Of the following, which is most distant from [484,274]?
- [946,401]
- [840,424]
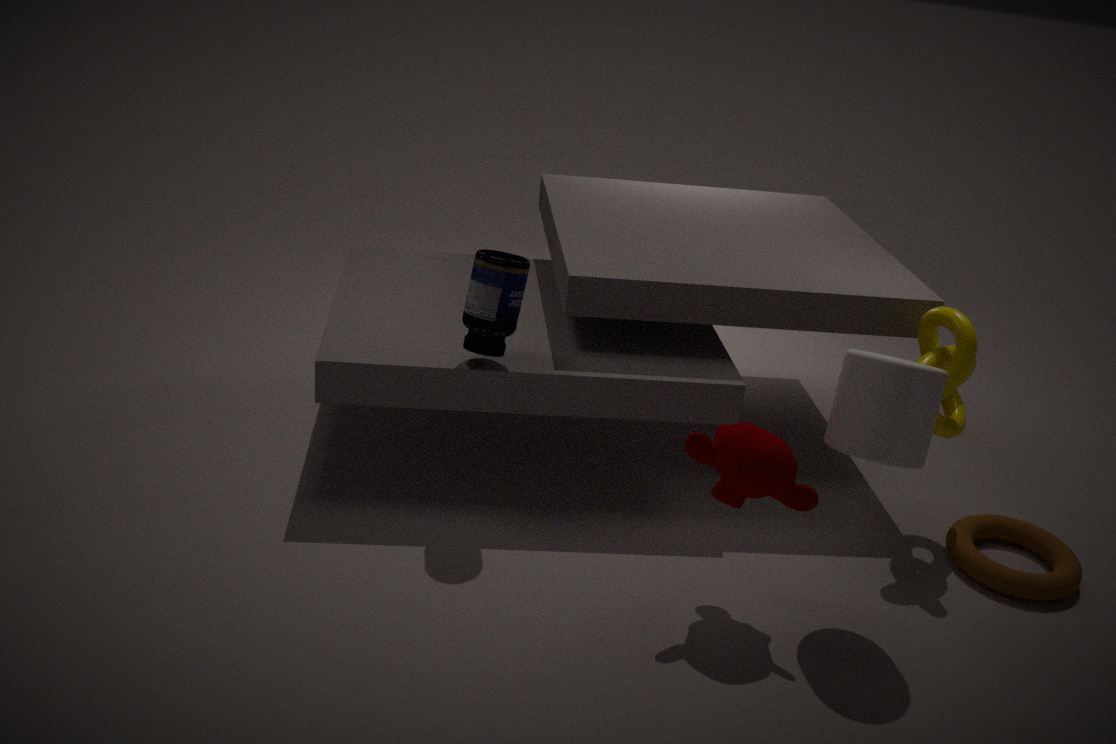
[946,401]
